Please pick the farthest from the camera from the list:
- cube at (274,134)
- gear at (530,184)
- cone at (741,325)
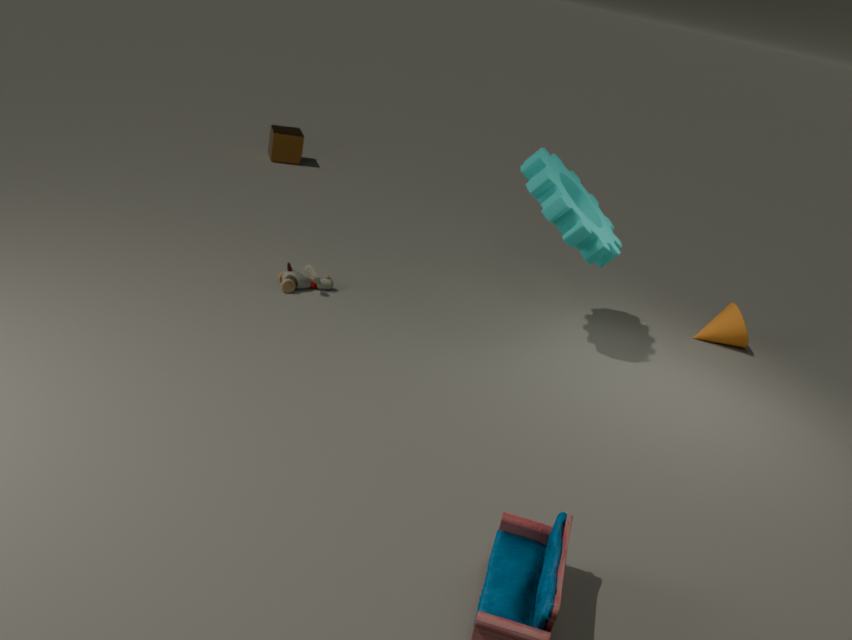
cube at (274,134)
